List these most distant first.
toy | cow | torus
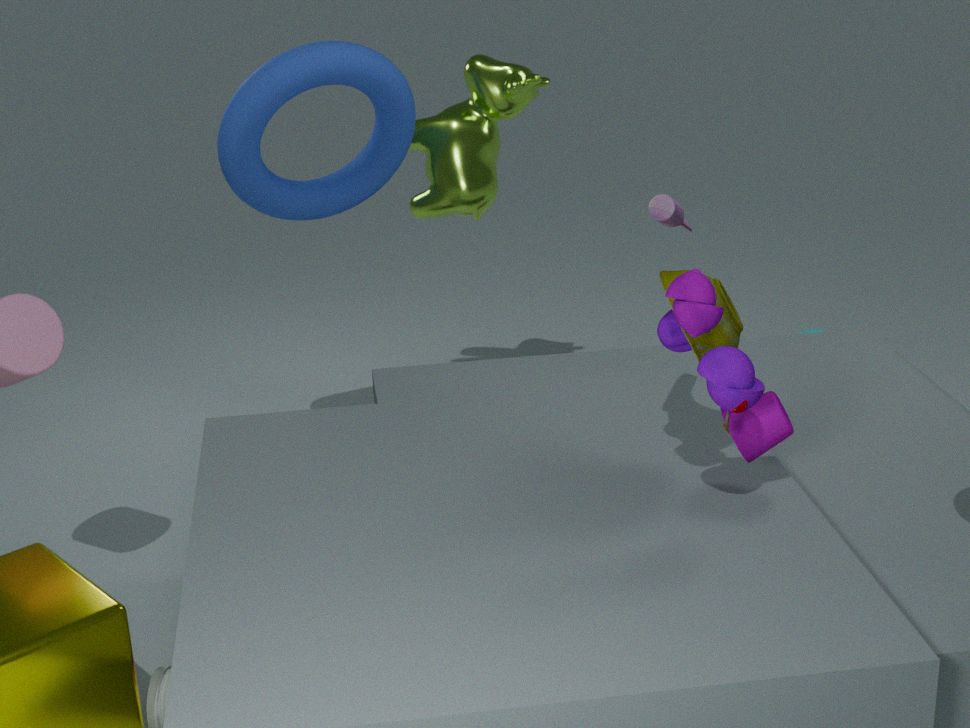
cow → torus → toy
